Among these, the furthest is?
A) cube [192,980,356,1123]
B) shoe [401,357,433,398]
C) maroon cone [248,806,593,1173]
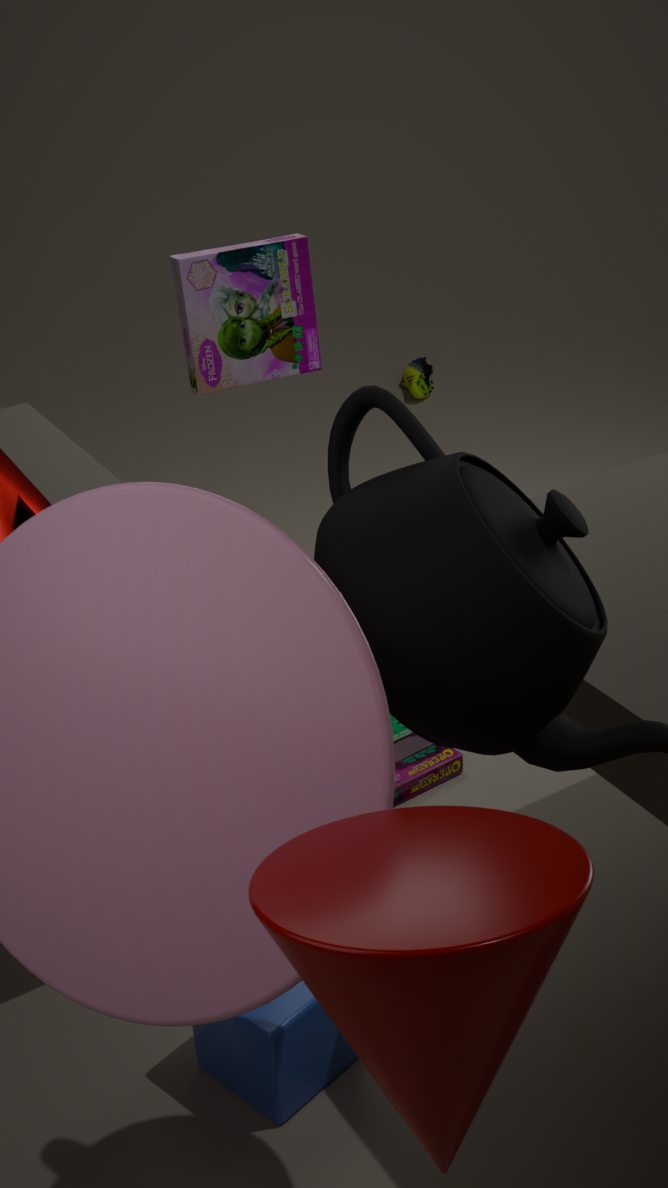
B. shoe [401,357,433,398]
